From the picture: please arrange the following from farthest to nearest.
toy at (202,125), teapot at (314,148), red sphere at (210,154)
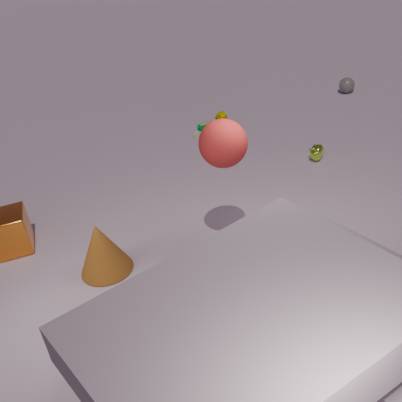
toy at (202,125) → teapot at (314,148) → red sphere at (210,154)
